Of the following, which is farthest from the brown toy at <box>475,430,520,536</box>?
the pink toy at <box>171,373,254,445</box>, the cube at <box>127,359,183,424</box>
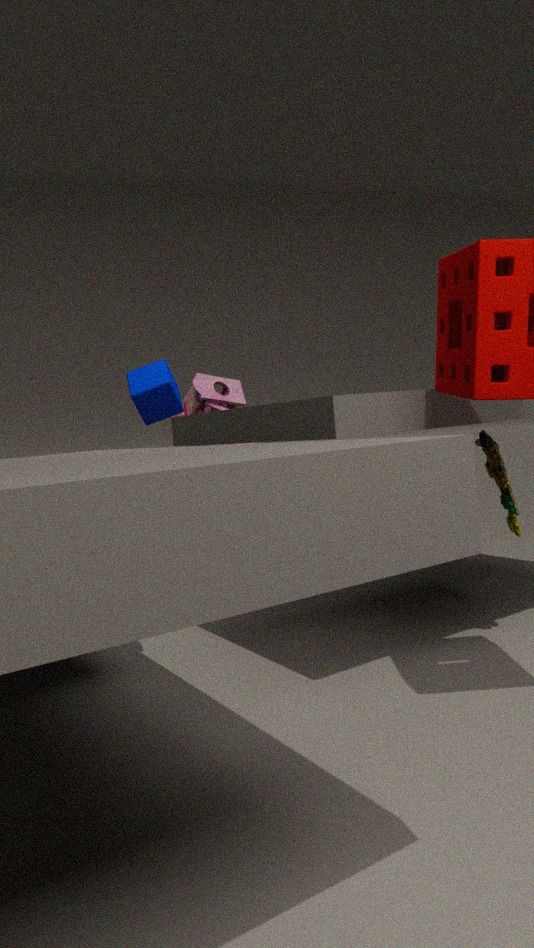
the cube at <box>127,359,183,424</box>
